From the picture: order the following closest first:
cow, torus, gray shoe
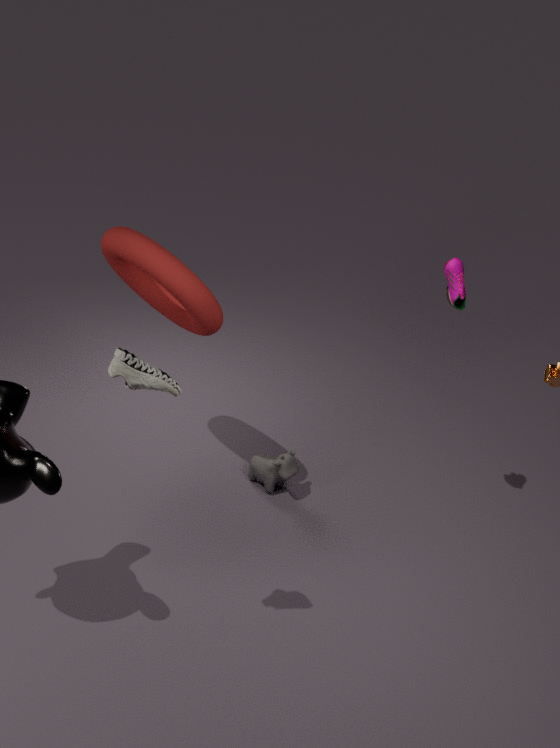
gray shoe, torus, cow
